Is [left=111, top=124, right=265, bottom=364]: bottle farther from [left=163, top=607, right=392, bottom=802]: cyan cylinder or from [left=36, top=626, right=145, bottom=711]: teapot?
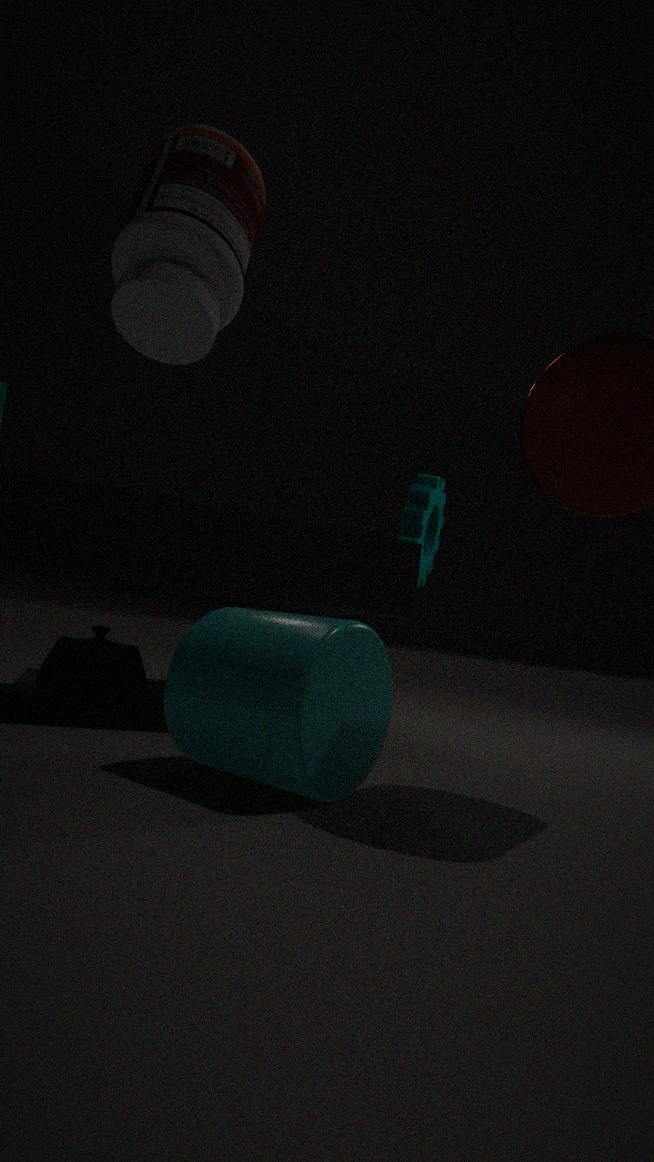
[left=36, top=626, right=145, bottom=711]: teapot
